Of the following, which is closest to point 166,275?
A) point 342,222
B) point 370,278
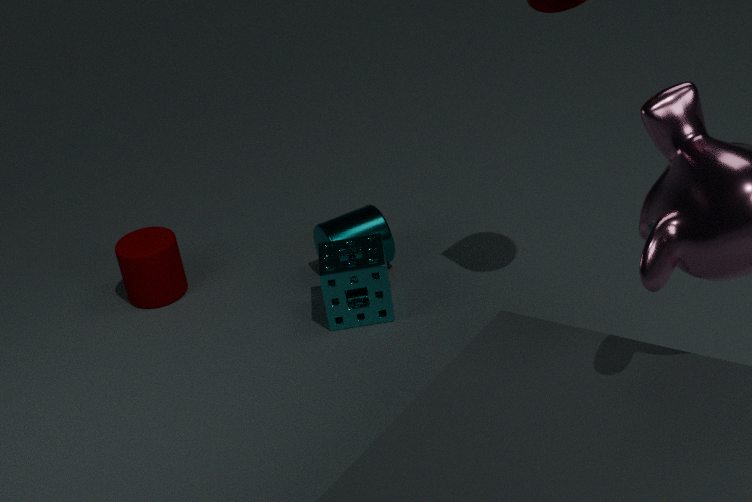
point 342,222
